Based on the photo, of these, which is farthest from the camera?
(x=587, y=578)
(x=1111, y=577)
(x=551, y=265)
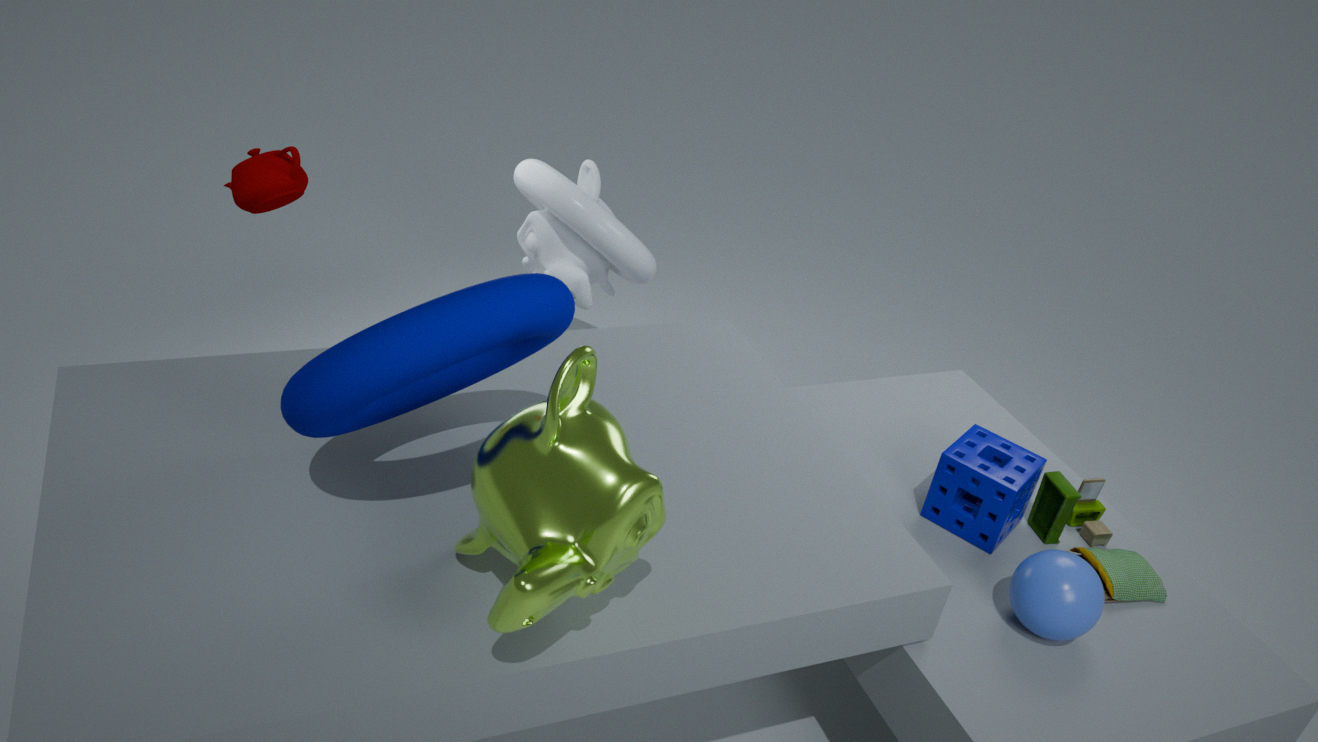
(x=551, y=265)
